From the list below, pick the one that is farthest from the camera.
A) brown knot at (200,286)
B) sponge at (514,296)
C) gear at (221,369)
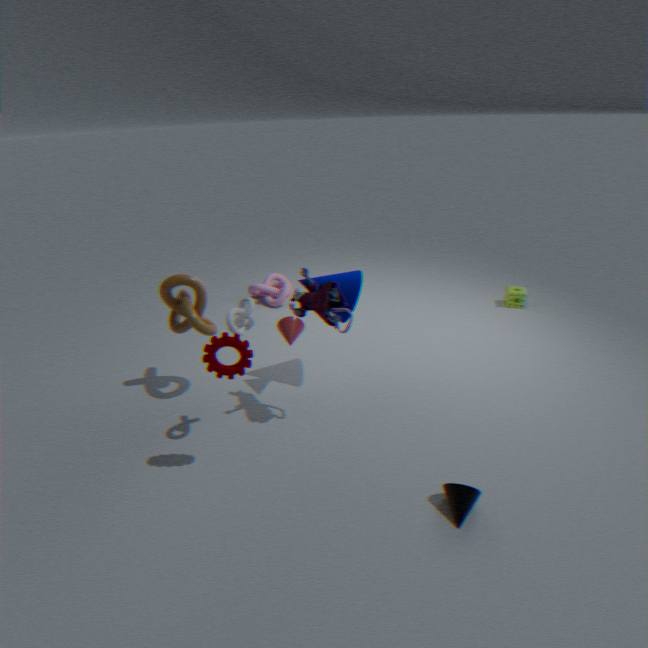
sponge at (514,296)
